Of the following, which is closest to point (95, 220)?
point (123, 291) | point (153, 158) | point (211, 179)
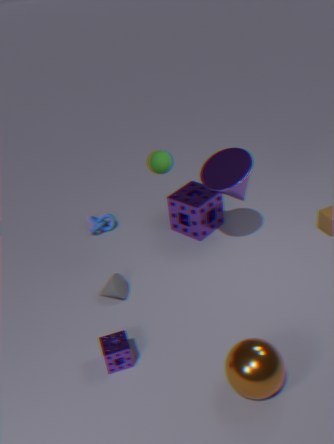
point (123, 291)
